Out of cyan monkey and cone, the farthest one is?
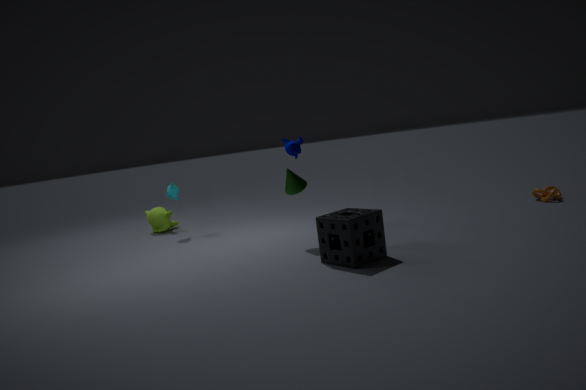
cyan monkey
